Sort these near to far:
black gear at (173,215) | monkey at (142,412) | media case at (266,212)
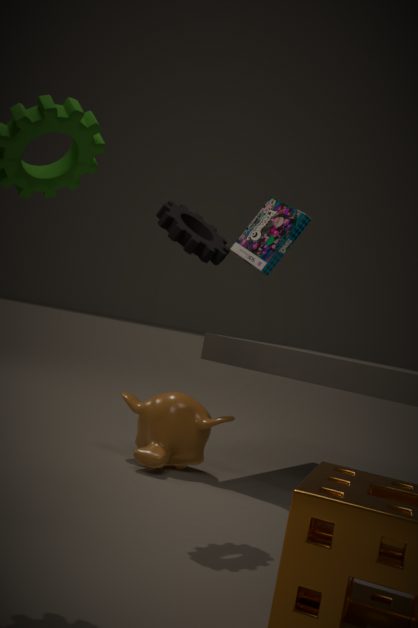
black gear at (173,215), monkey at (142,412), media case at (266,212)
